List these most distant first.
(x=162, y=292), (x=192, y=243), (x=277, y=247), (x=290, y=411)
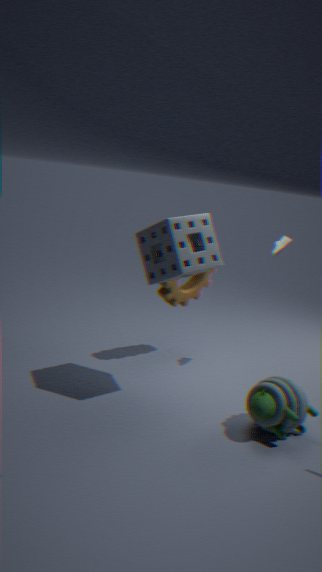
1. (x=162, y=292)
2. (x=277, y=247)
3. (x=192, y=243)
4. (x=290, y=411)
